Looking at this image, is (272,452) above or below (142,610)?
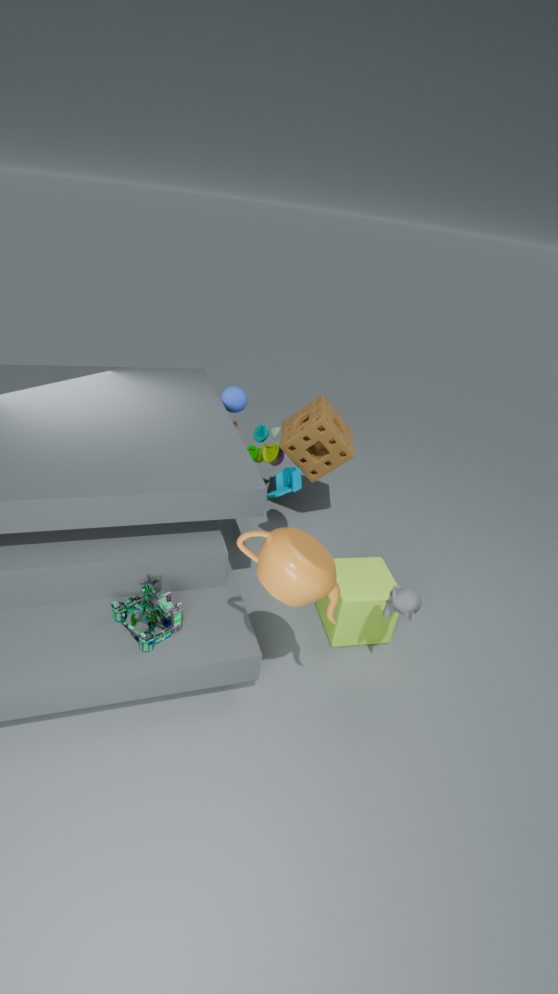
above
